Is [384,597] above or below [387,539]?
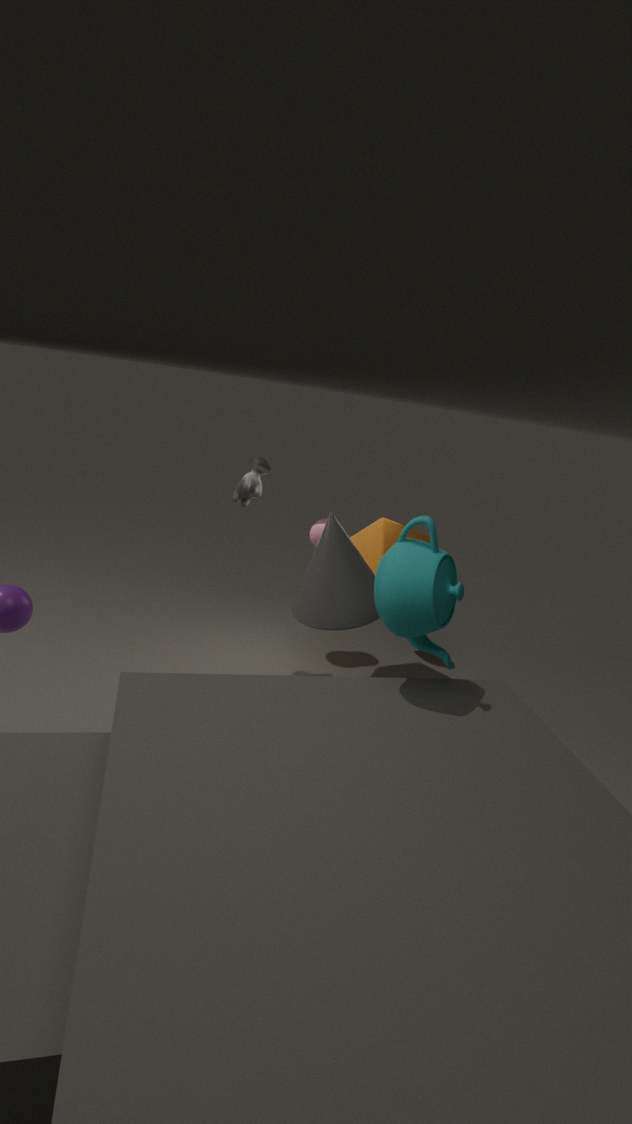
above
